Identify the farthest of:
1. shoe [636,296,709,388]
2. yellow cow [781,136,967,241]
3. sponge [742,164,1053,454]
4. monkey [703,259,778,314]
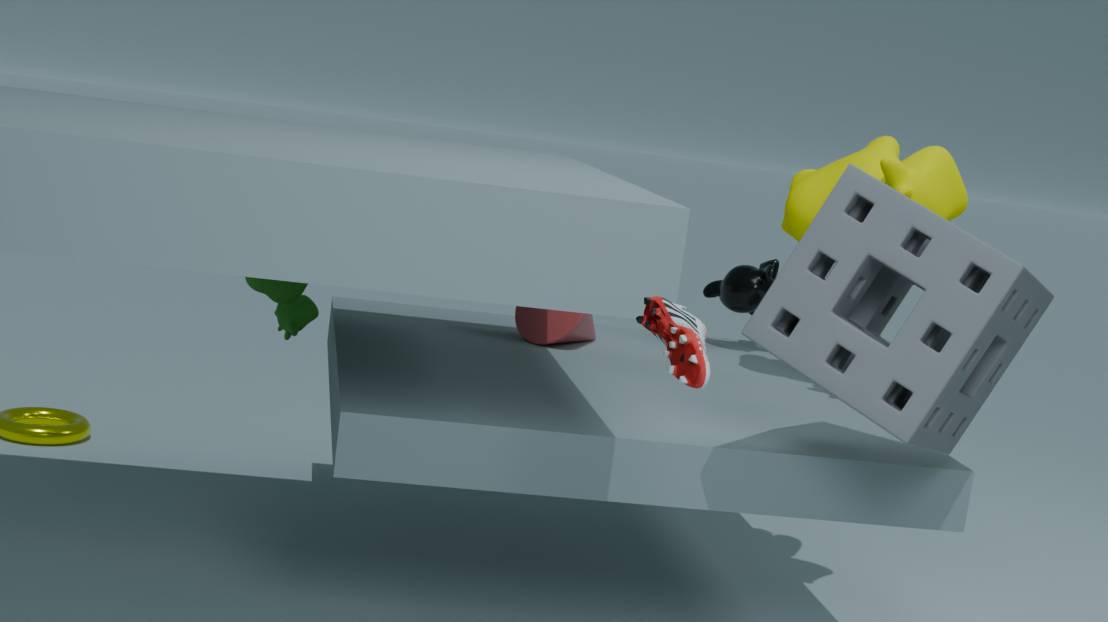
monkey [703,259,778,314]
